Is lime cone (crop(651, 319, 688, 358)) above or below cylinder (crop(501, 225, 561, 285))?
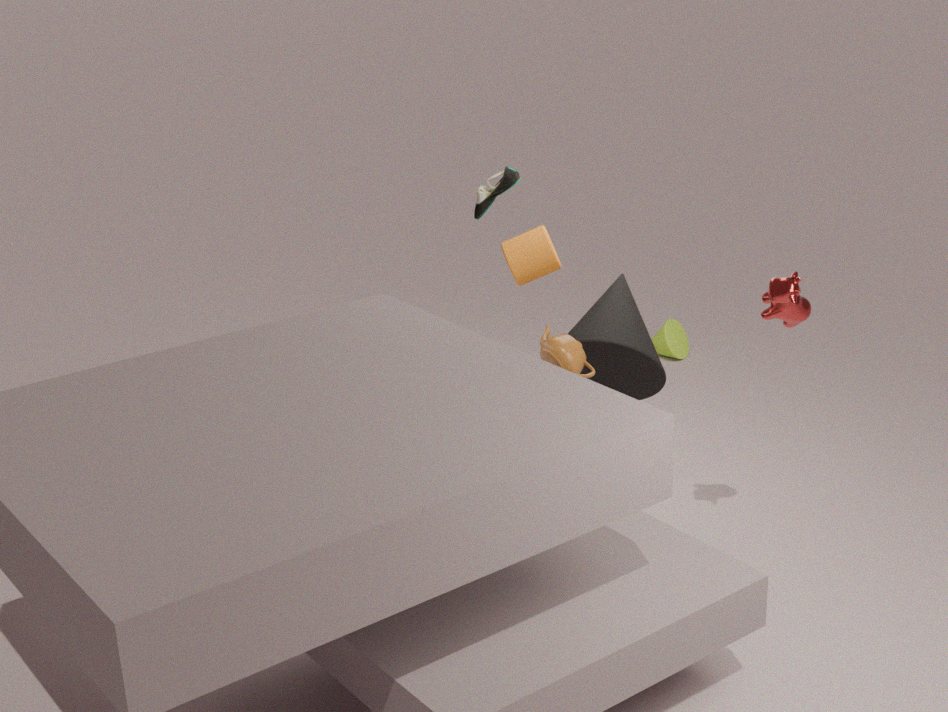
below
